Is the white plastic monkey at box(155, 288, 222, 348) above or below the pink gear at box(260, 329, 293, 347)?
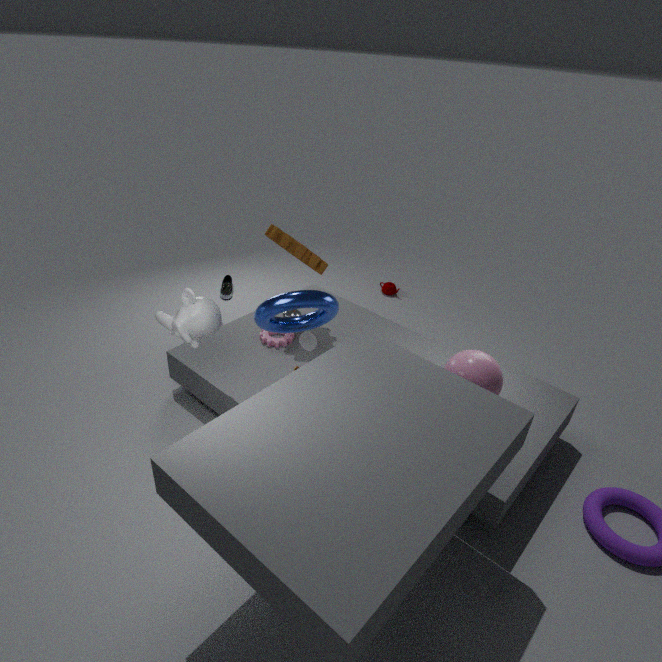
above
